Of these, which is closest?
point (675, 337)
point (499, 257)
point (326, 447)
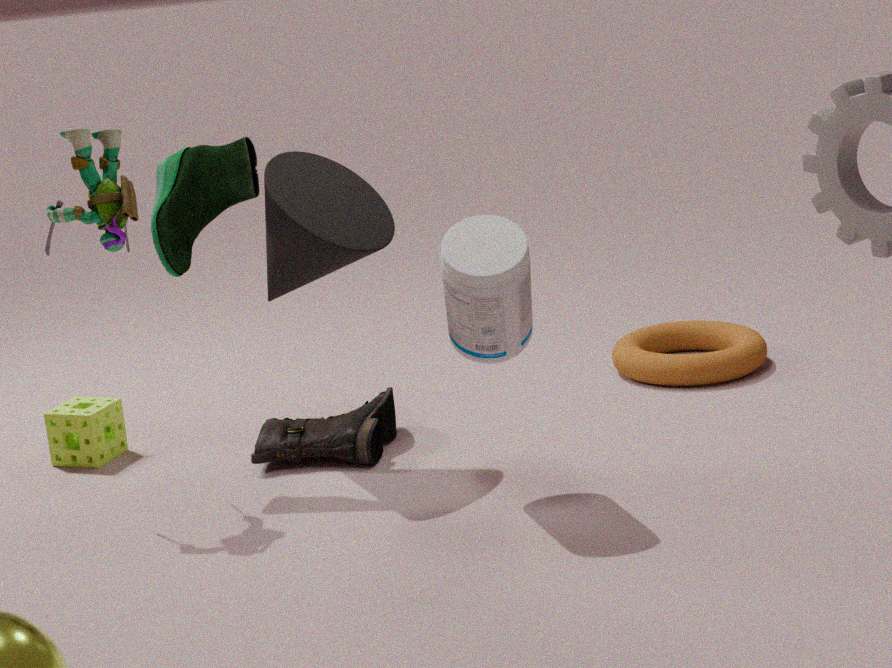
point (499, 257)
